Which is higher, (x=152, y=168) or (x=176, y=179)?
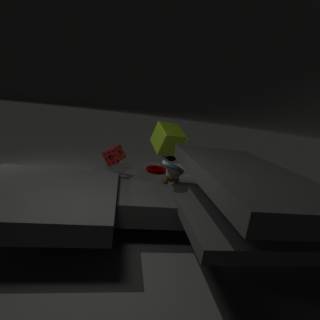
(x=176, y=179)
